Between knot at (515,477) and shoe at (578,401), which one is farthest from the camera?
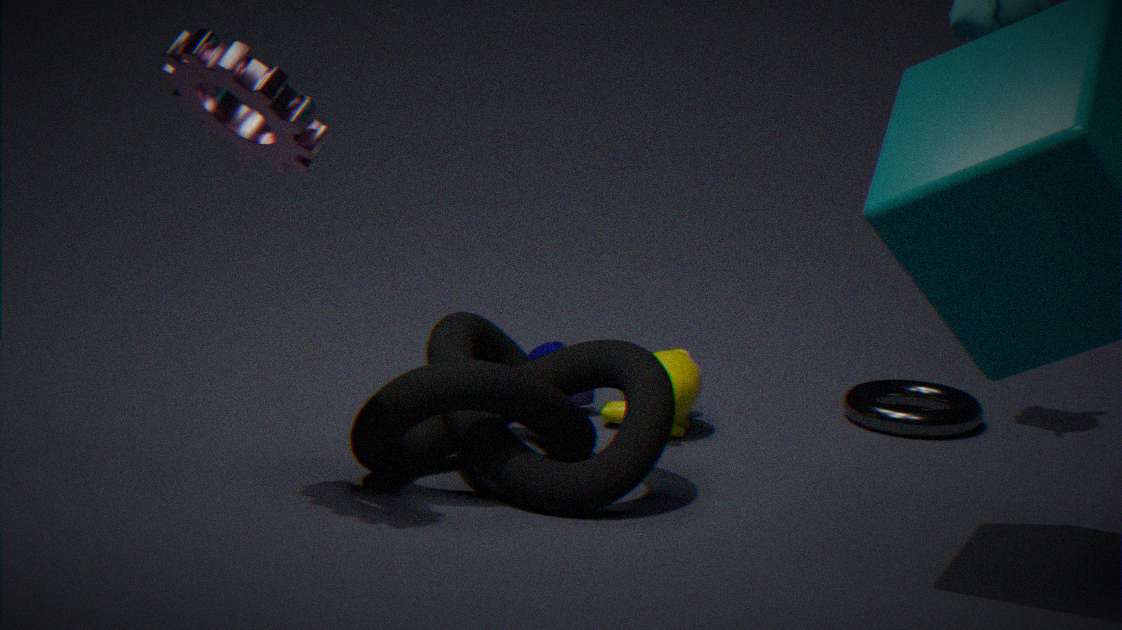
shoe at (578,401)
